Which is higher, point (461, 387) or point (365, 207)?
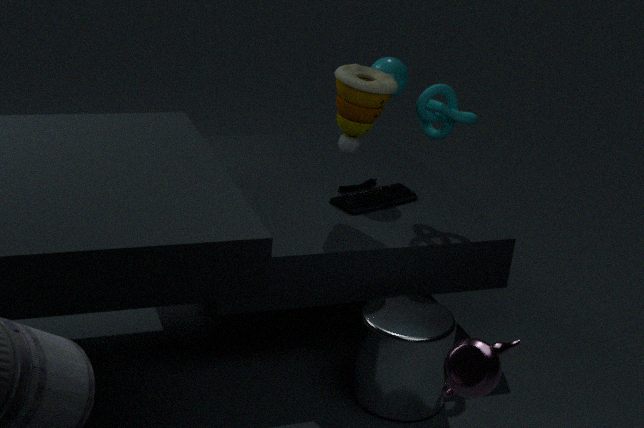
point (461, 387)
